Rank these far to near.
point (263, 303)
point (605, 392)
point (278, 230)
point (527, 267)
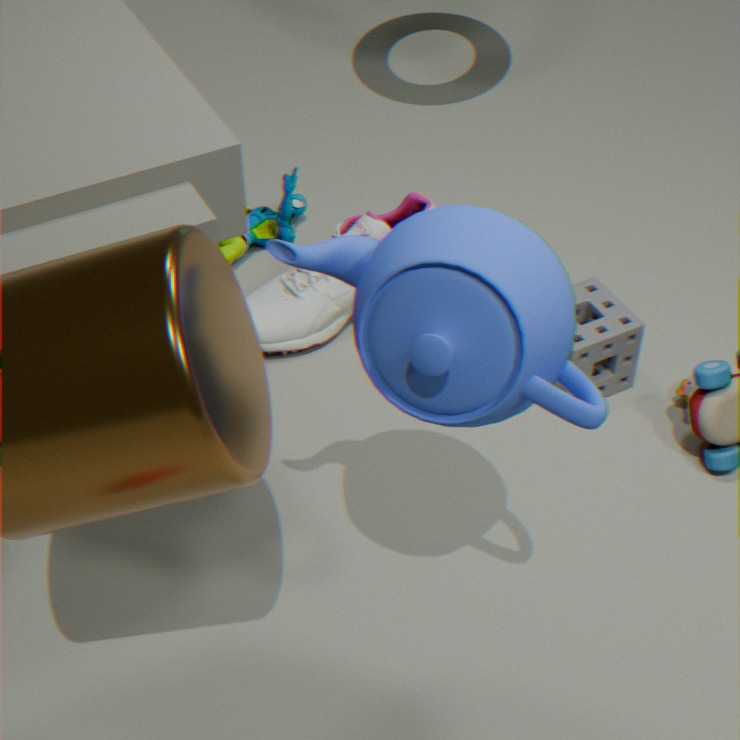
point (278, 230), point (263, 303), point (605, 392), point (527, 267)
